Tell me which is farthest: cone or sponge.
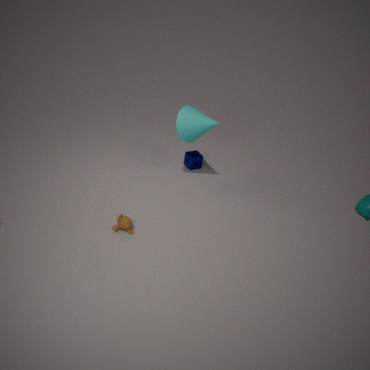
sponge
